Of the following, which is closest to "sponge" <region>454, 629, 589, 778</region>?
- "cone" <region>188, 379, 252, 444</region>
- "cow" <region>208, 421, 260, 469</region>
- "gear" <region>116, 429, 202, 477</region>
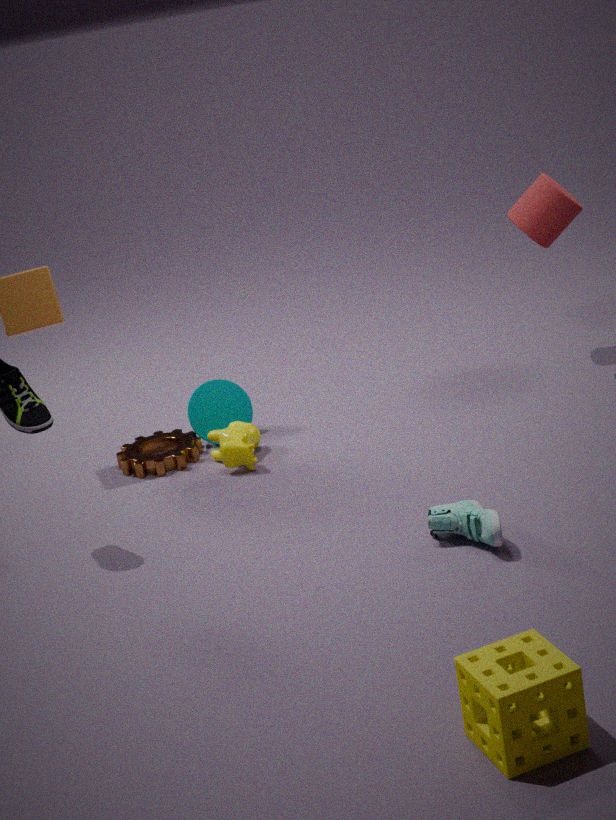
→ "cow" <region>208, 421, 260, 469</region>
